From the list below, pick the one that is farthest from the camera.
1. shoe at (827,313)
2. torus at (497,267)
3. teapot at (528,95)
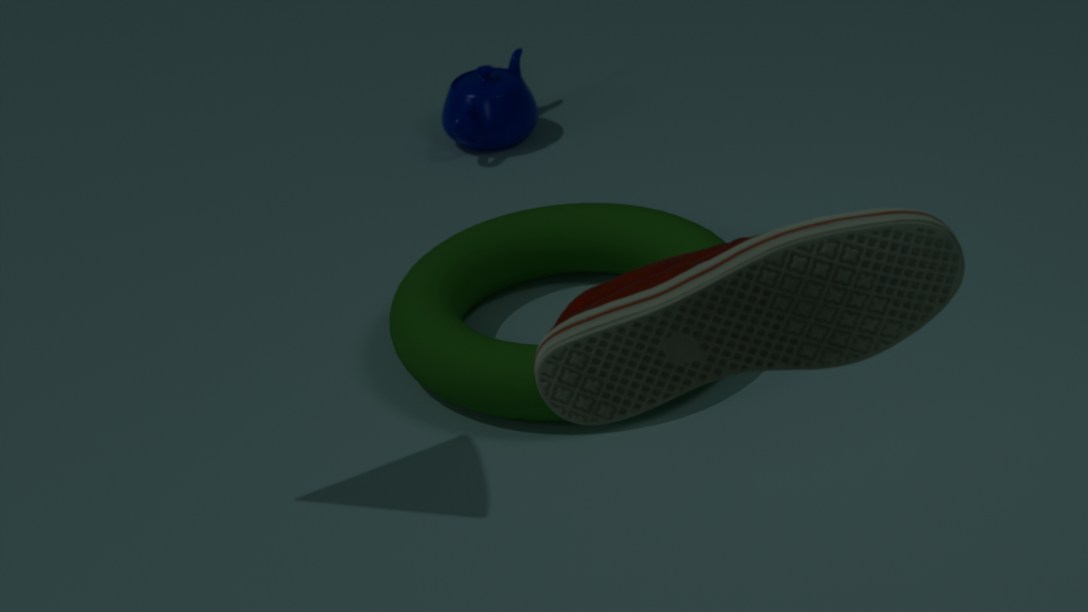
teapot at (528,95)
